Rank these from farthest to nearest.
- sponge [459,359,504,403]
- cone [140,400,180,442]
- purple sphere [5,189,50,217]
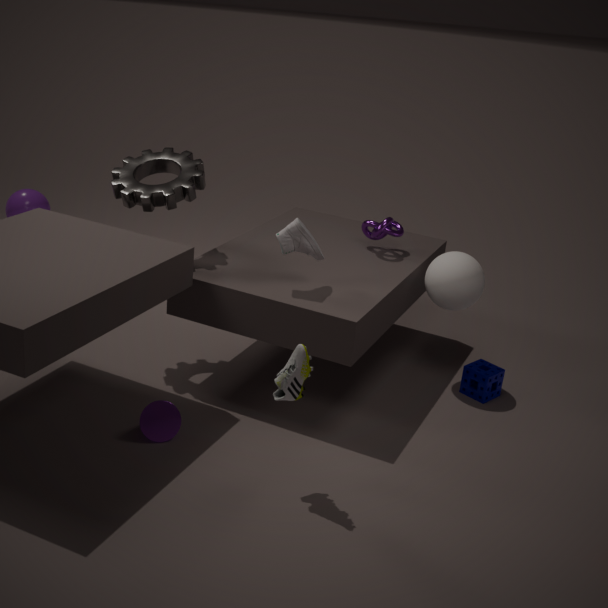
purple sphere [5,189,50,217], sponge [459,359,504,403], cone [140,400,180,442]
